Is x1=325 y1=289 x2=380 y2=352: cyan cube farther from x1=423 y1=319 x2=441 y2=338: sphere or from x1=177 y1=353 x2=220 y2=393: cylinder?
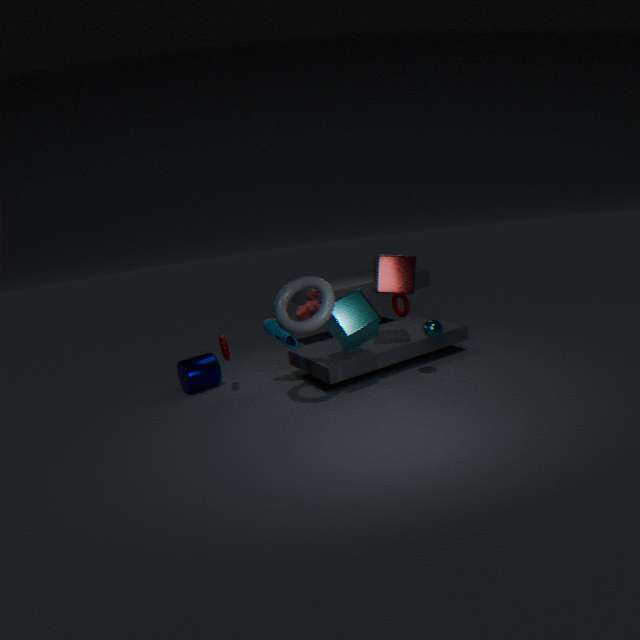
x1=177 y1=353 x2=220 y2=393: cylinder
